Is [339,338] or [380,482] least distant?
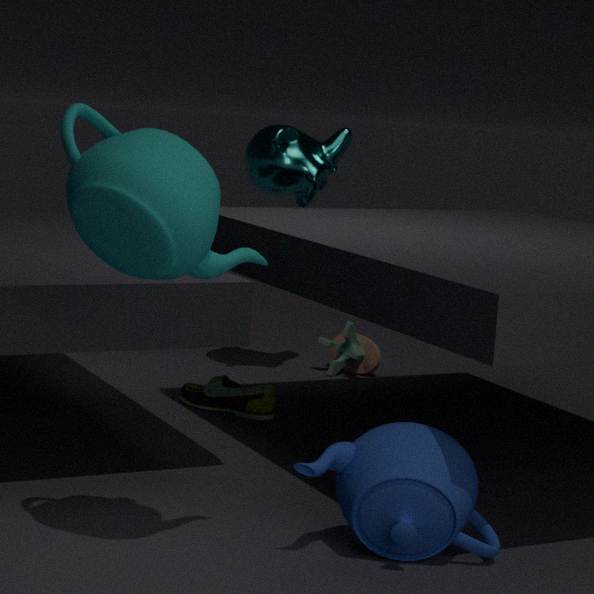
[380,482]
